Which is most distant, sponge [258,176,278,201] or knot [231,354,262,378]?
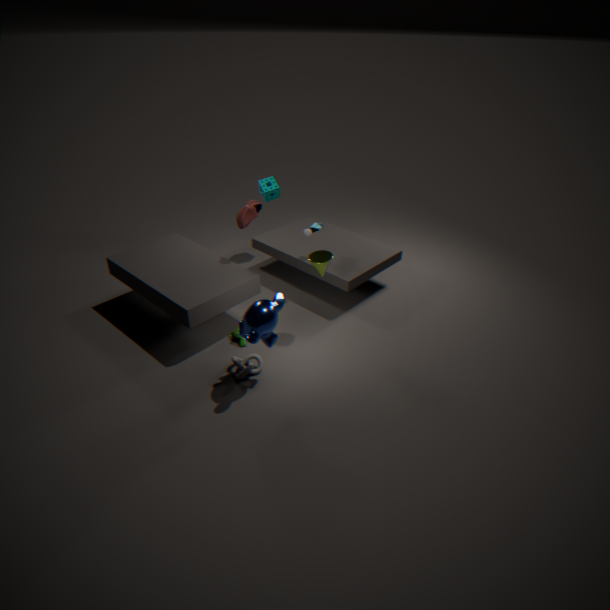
sponge [258,176,278,201]
